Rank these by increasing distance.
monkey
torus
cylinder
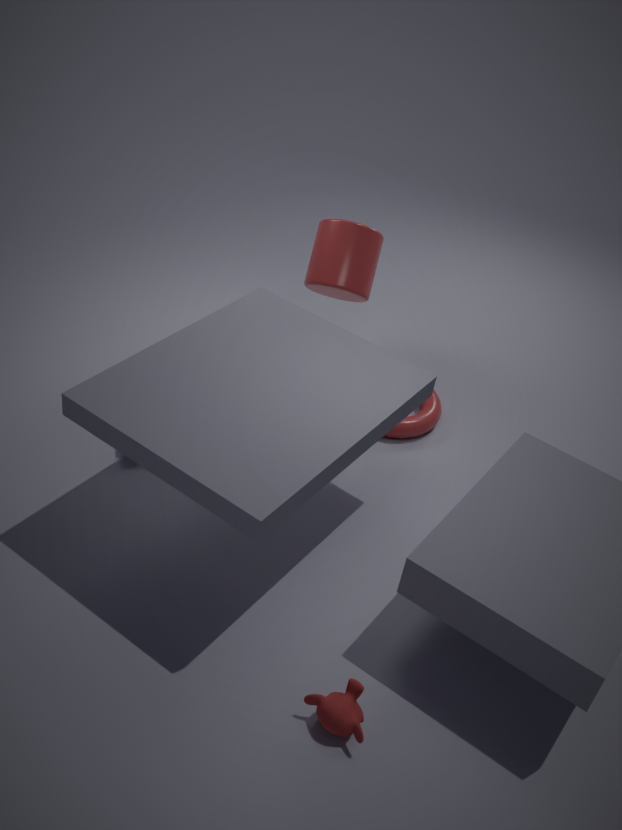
1. monkey
2. torus
3. cylinder
